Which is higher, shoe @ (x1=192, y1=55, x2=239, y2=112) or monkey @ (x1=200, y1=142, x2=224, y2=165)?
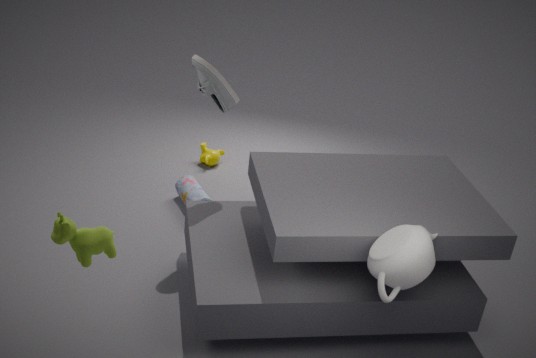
shoe @ (x1=192, y1=55, x2=239, y2=112)
